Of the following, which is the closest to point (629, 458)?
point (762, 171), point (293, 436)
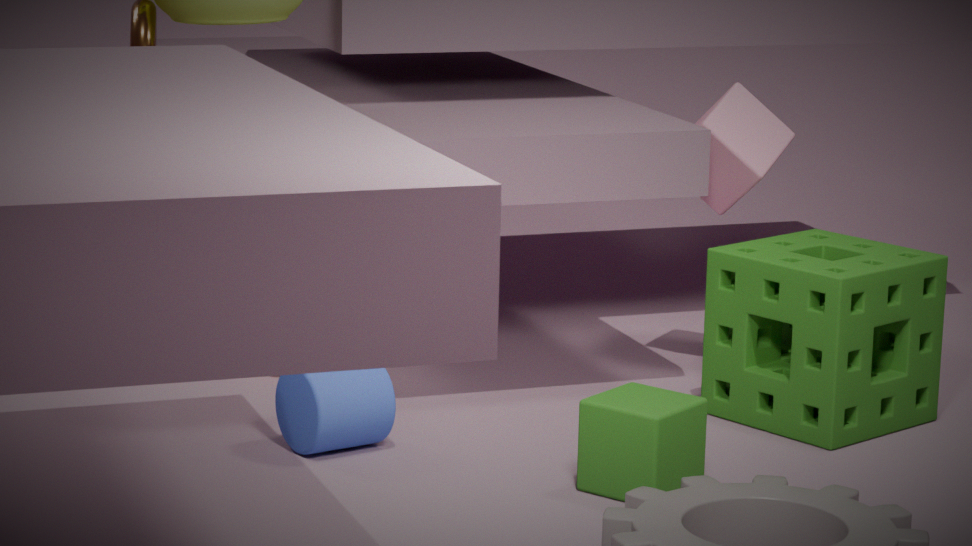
point (293, 436)
